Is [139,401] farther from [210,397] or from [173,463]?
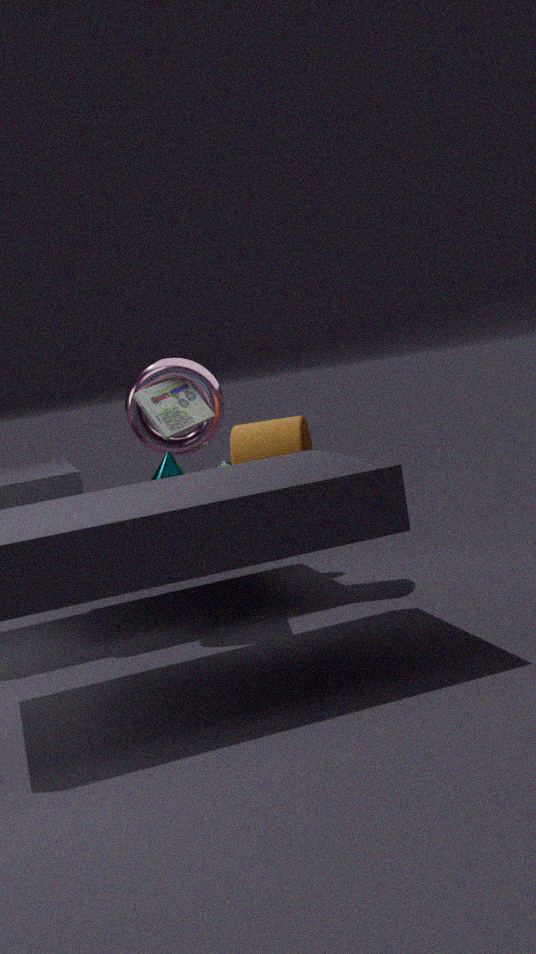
[173,463]
